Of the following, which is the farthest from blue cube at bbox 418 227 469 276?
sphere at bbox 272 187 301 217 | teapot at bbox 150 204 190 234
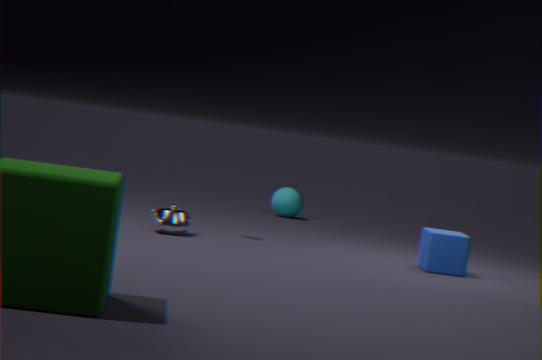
sphere at bbox 272 187 301 217
